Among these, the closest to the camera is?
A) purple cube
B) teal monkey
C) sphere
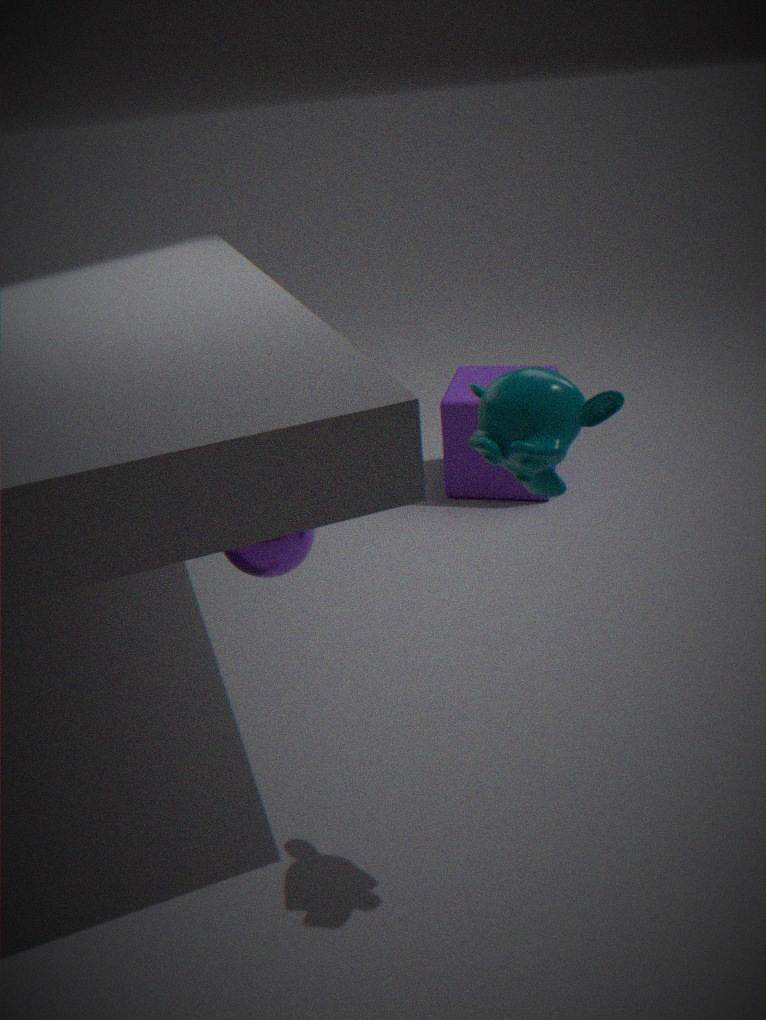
teal monkey
